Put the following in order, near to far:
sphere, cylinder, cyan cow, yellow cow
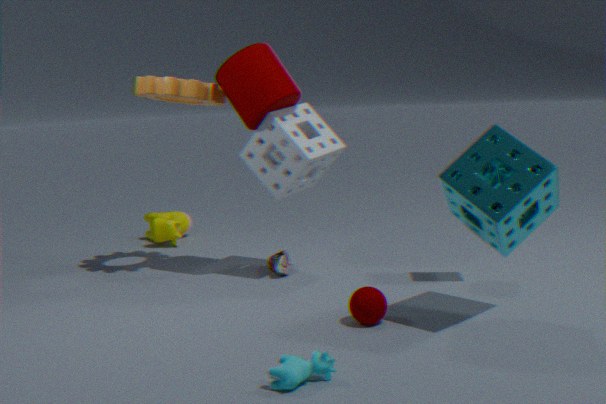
cyan cow < sphere < cylinder < yellow cow
